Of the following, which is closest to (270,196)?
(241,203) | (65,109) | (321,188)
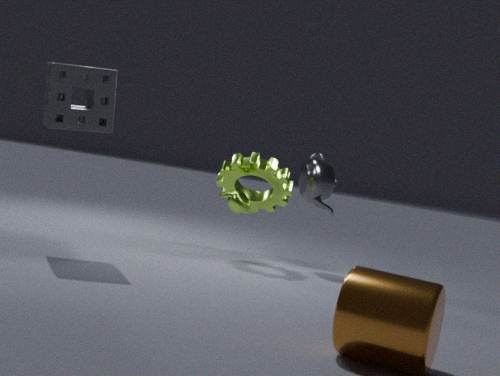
(241,203)
